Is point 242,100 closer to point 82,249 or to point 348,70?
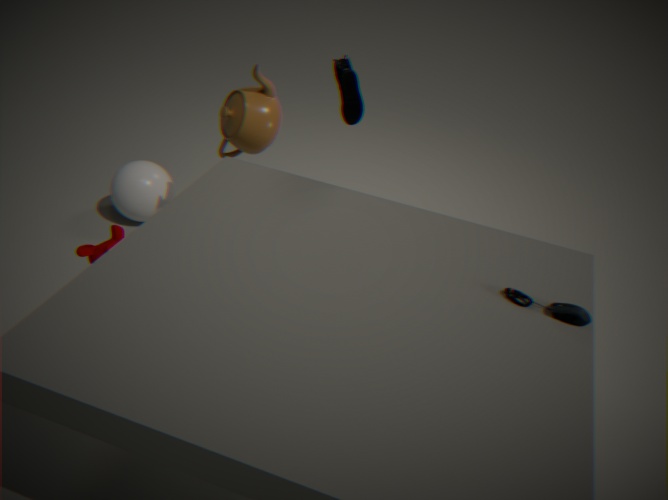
point 348,70
